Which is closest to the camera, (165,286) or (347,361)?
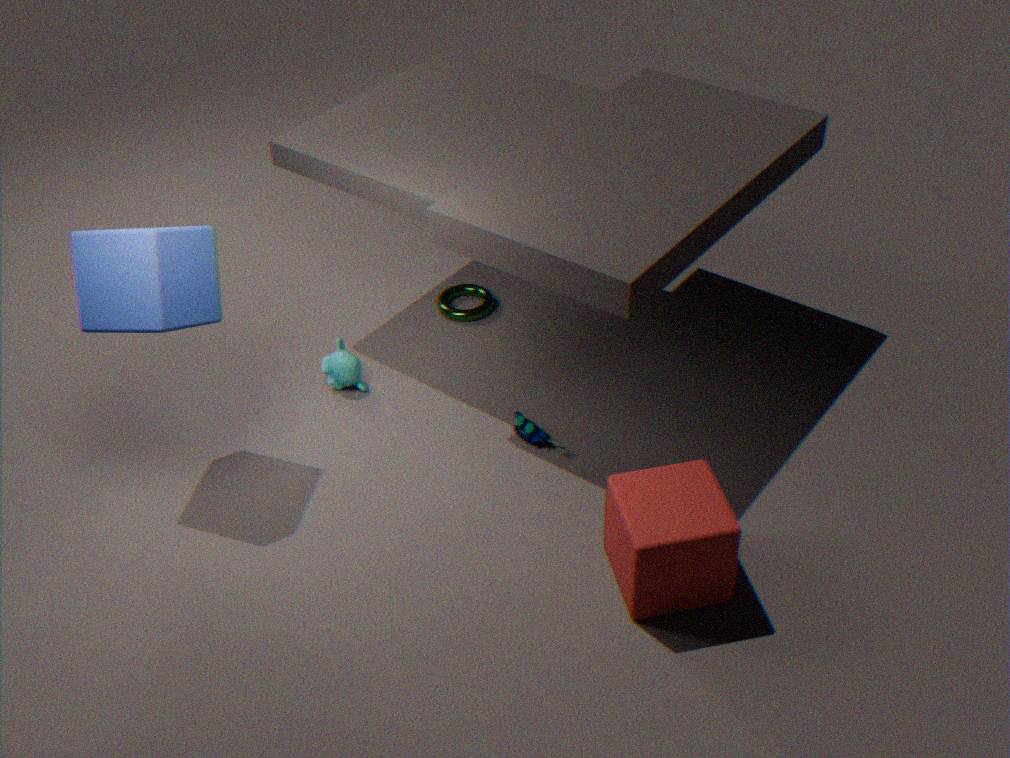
(165,286)
